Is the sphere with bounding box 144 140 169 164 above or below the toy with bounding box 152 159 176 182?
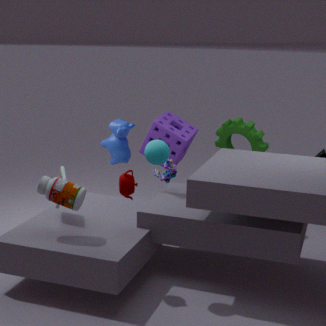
above
